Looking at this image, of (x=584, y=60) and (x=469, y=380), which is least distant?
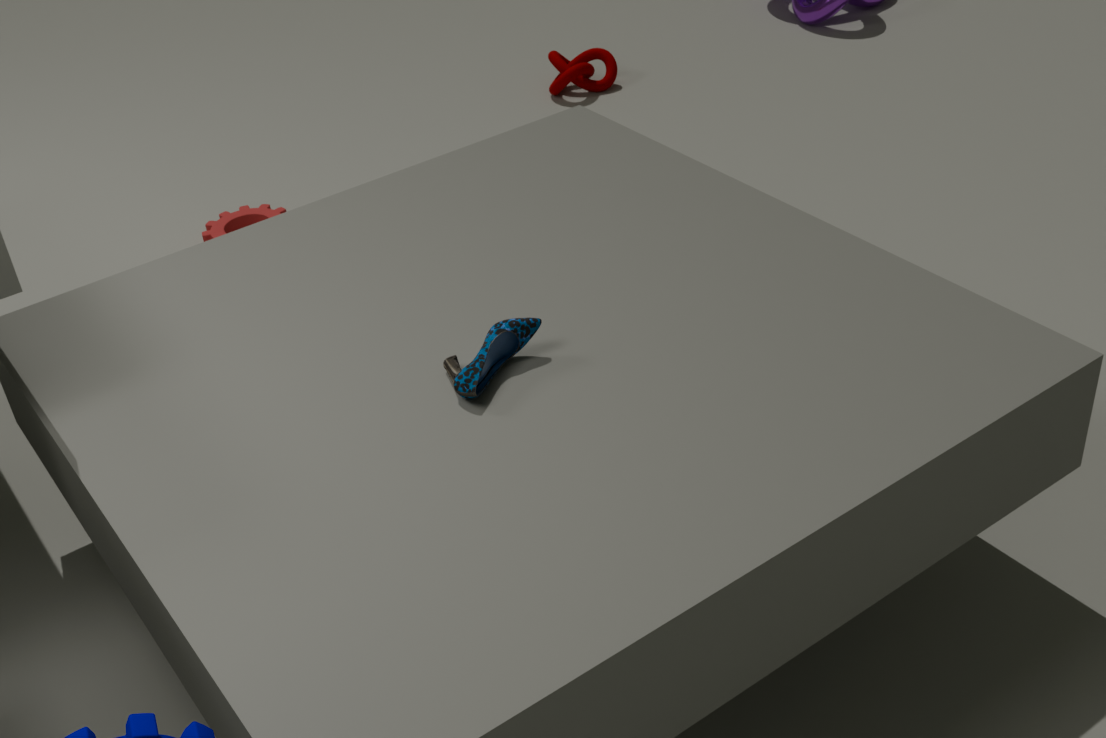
(x=469, y=380)
